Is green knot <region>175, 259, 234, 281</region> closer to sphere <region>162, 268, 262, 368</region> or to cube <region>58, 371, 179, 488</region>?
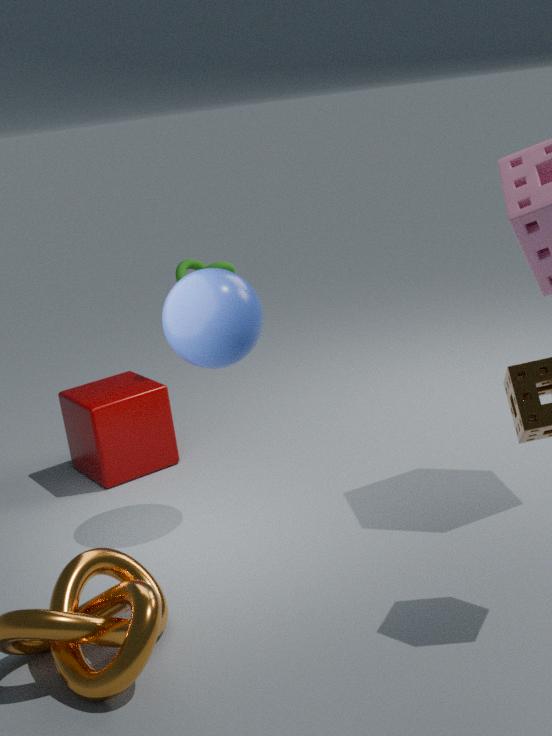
cube <region>58, 371, 179, 488</region>
